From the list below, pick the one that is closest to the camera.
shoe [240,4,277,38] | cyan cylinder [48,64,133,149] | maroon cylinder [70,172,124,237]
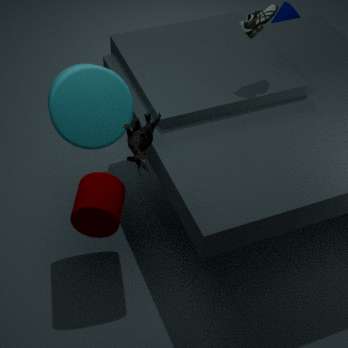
maroon cylinder [70,172,124,237]
